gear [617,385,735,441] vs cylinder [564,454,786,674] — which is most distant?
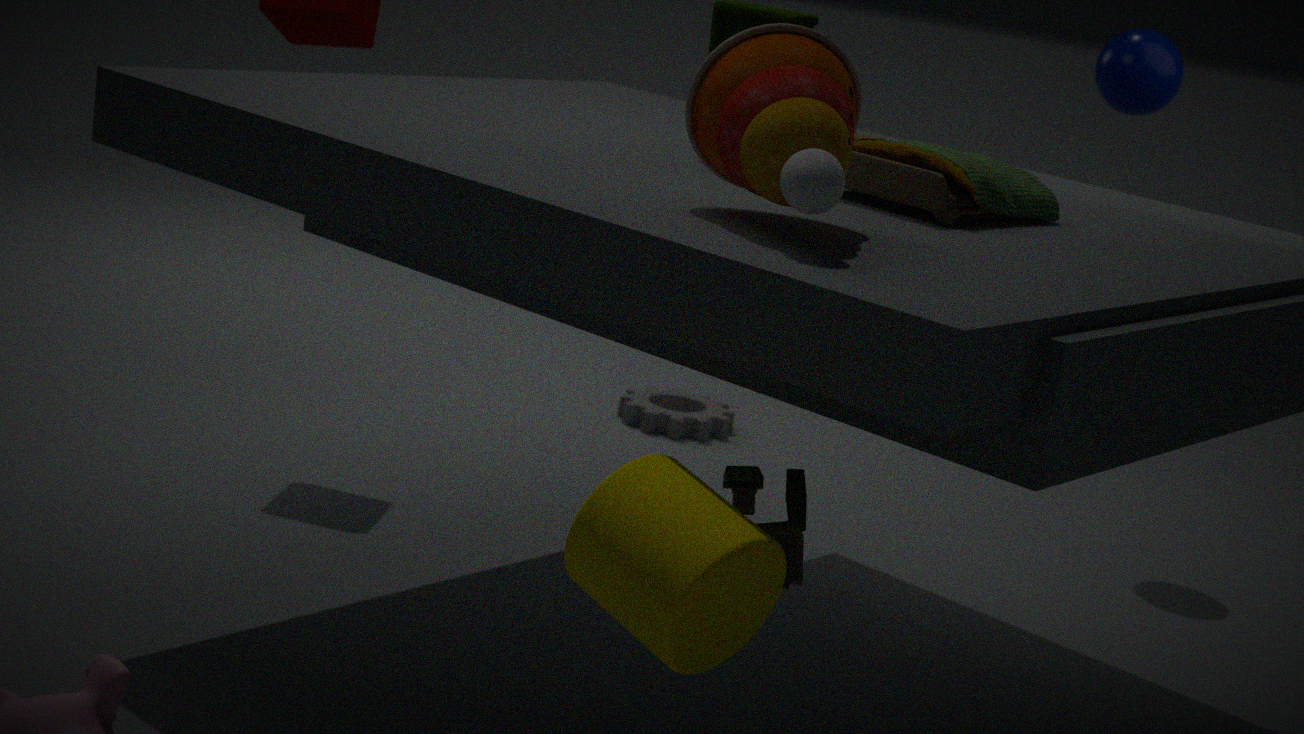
gear [617,385,735,441]
